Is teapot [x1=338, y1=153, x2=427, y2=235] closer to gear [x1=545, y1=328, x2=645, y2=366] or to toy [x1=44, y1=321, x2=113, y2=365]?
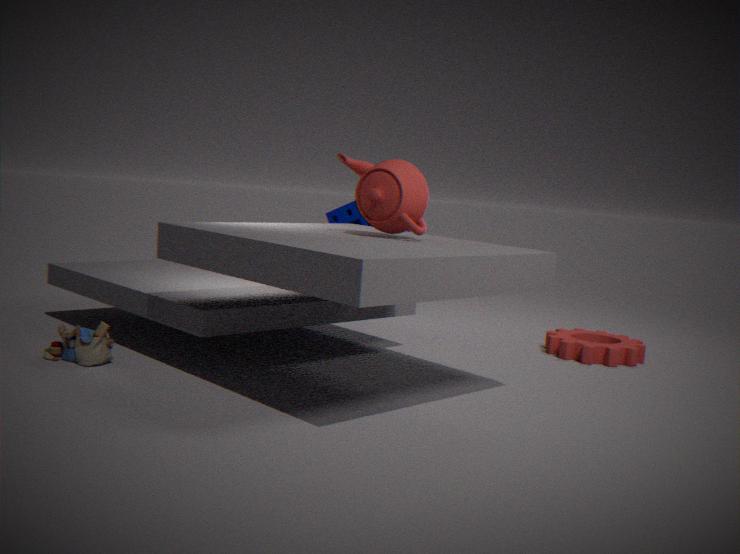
toy [x1=44, y1=321, x2=113, y2=365]
